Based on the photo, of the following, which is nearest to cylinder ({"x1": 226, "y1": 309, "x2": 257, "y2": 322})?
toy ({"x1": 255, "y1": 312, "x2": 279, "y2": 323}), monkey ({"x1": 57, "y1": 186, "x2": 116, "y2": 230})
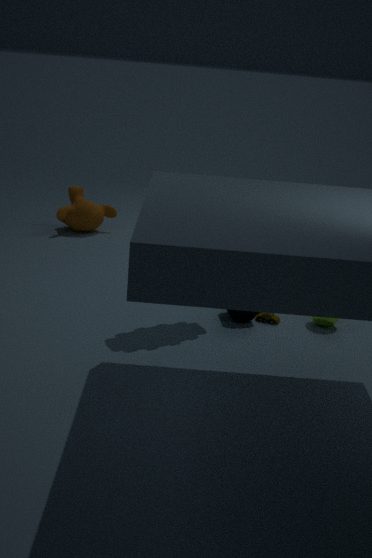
toy ({"x1": 255, "y1": 312, "x2": 279, "y2": 323})
